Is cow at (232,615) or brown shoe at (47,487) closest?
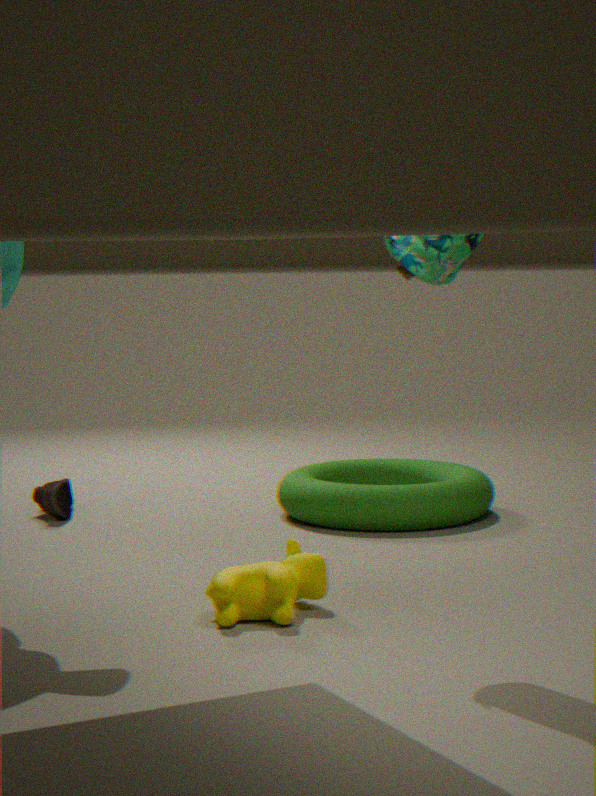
cow at (232,615)
